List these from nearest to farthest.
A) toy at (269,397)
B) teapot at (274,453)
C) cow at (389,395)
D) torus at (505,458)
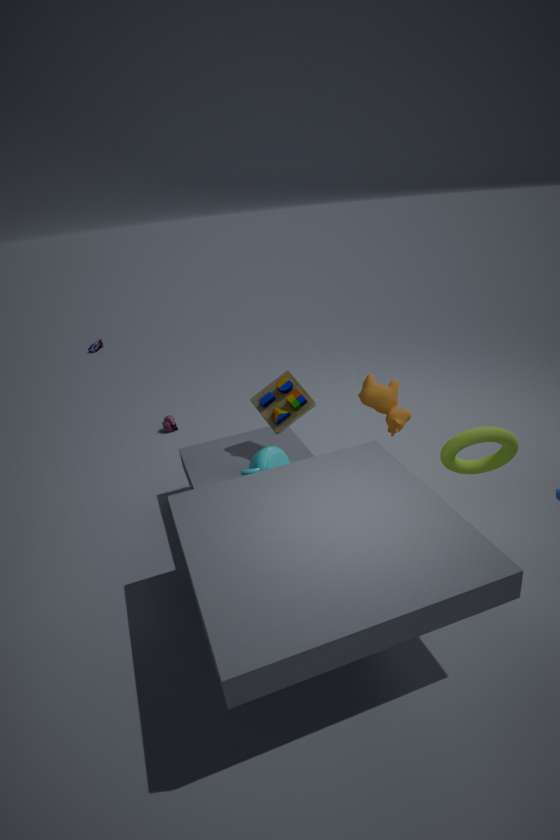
torus at (505,458), teapot at (274,453), cow at (389,395), toy at (269,397)
